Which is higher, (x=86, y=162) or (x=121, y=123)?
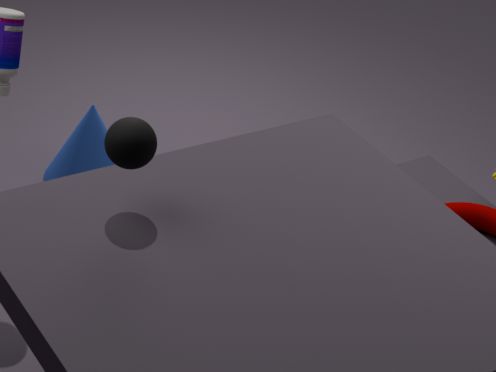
(x=121, y=123)
